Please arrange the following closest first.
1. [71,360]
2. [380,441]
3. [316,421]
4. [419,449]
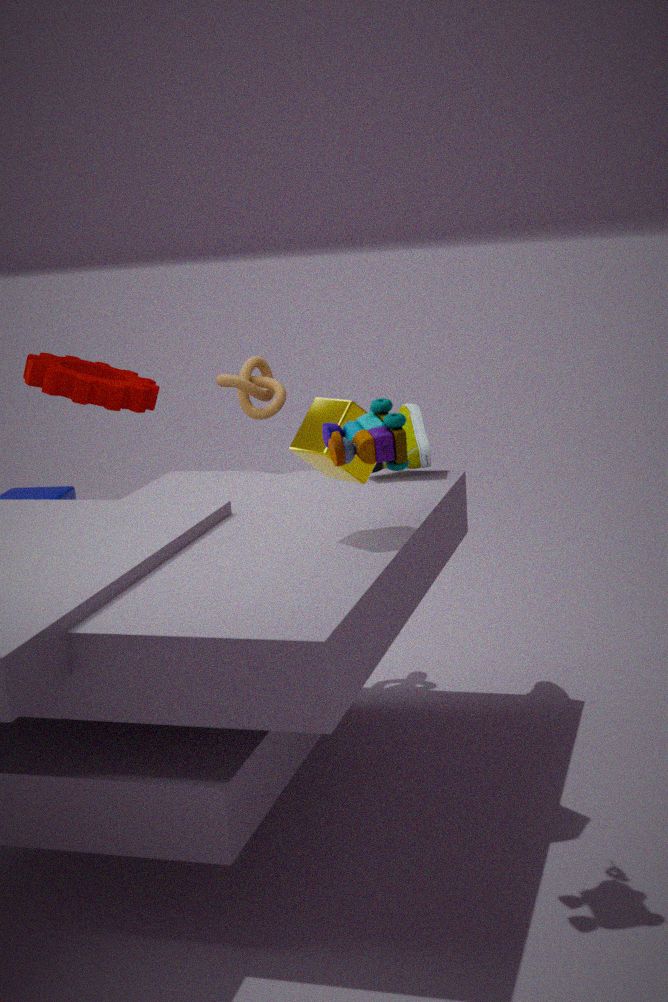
1. [380,441]
2. [316,421]
3. [419,449]
4. [71,360]
